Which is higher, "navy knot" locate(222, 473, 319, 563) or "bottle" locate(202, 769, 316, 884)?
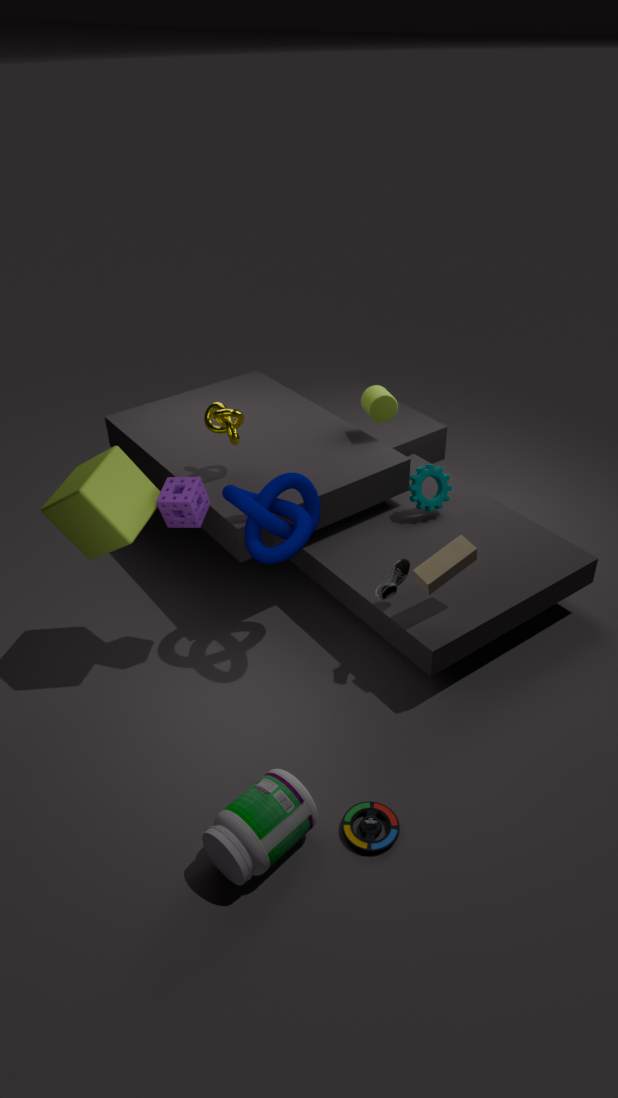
"navy knot" locate(222, 473, 319, 563)
